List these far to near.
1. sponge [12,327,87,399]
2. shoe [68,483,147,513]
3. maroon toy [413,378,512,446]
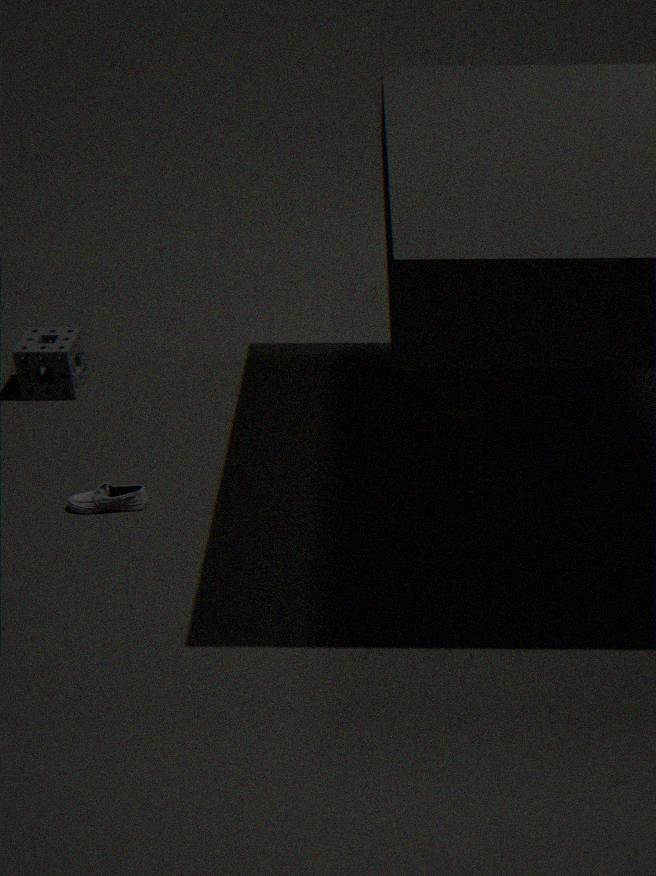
sponge [12,327,87,399] < maroon toy [413,378,512,446] < shoe [68,483,147,513]
